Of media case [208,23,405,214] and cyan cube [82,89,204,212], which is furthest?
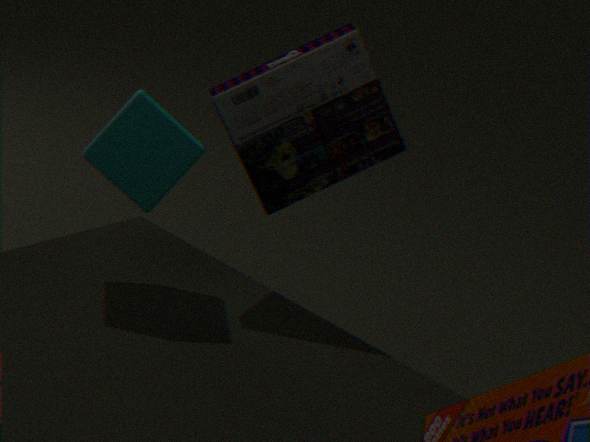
media case [208,23,405,214]
